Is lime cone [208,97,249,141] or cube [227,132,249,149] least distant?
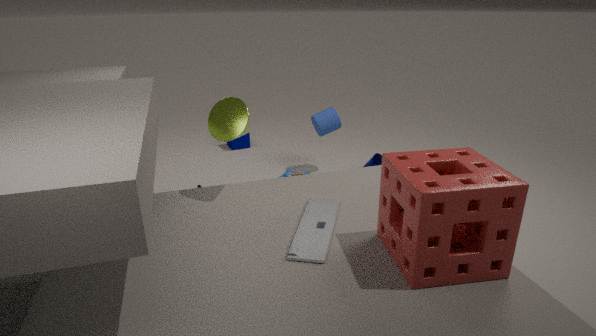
lime cone [208,97,249,141]
